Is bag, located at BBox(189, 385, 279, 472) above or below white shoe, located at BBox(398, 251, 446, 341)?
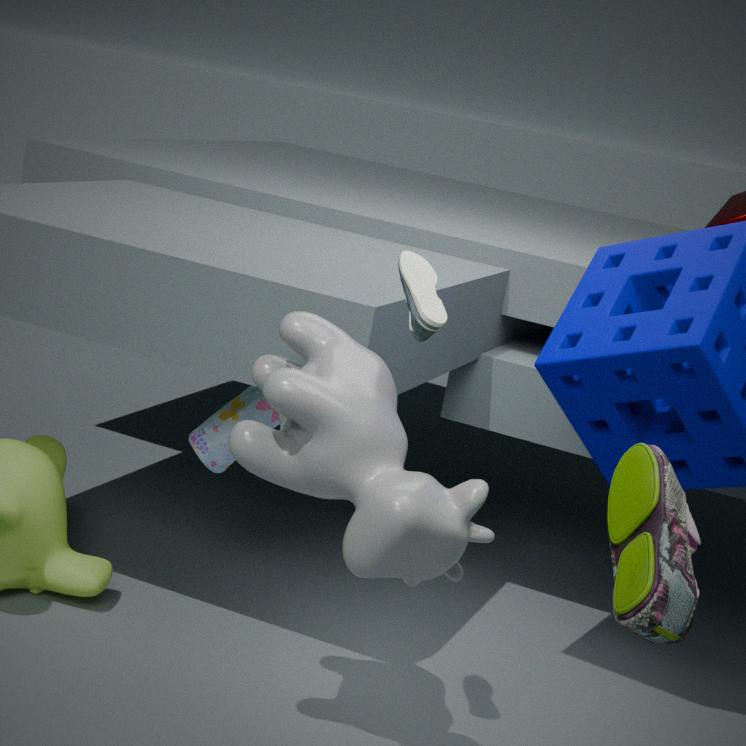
below
